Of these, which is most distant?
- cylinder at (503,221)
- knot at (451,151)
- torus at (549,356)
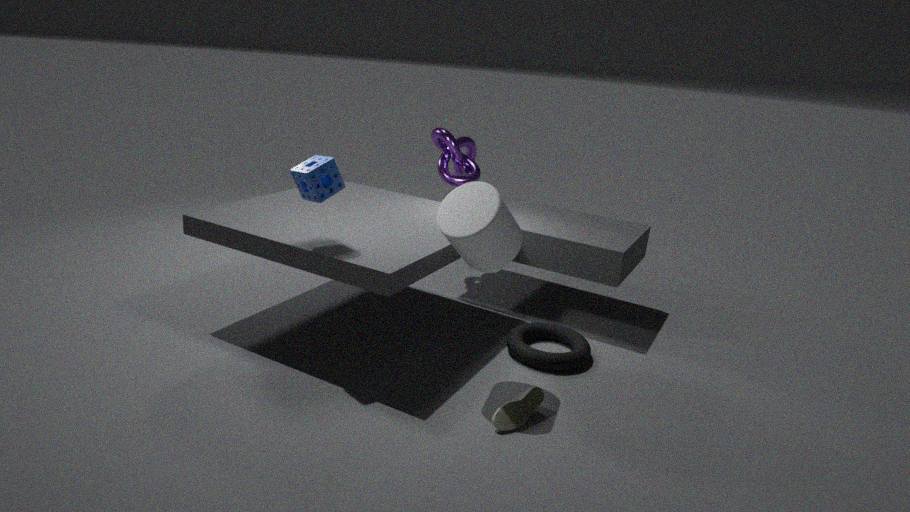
knot at (451,151)
